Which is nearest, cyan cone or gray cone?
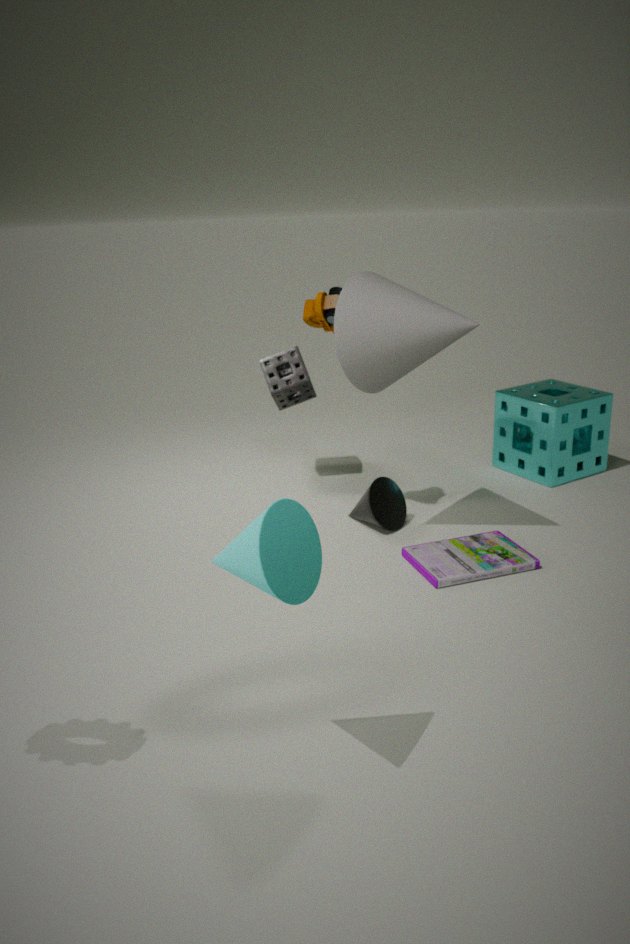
cyan cone
